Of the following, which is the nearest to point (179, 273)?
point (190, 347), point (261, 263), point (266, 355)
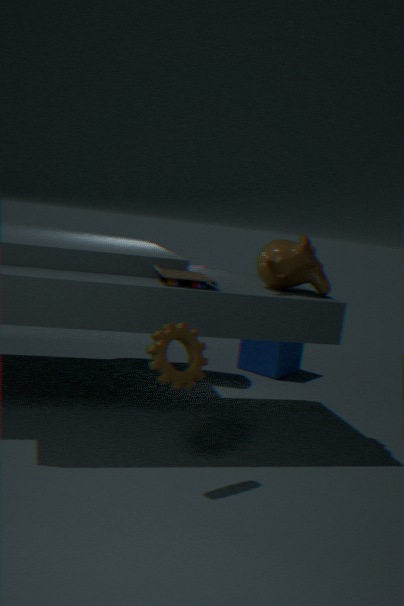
point (190, 347)
